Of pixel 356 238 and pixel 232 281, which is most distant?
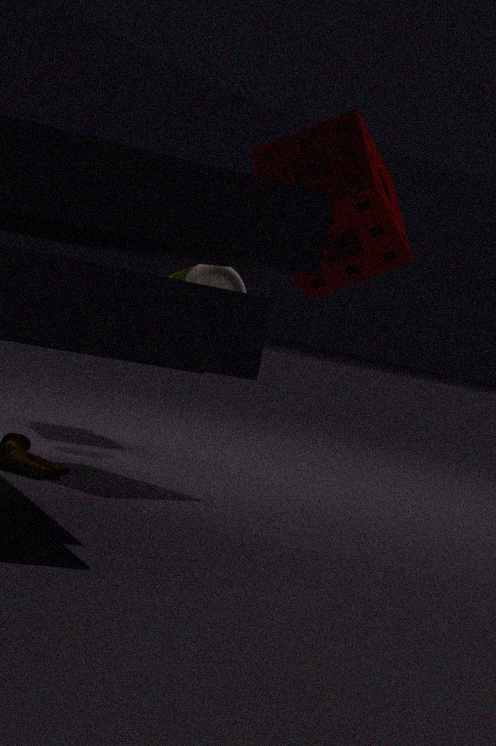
pixel 232 281
